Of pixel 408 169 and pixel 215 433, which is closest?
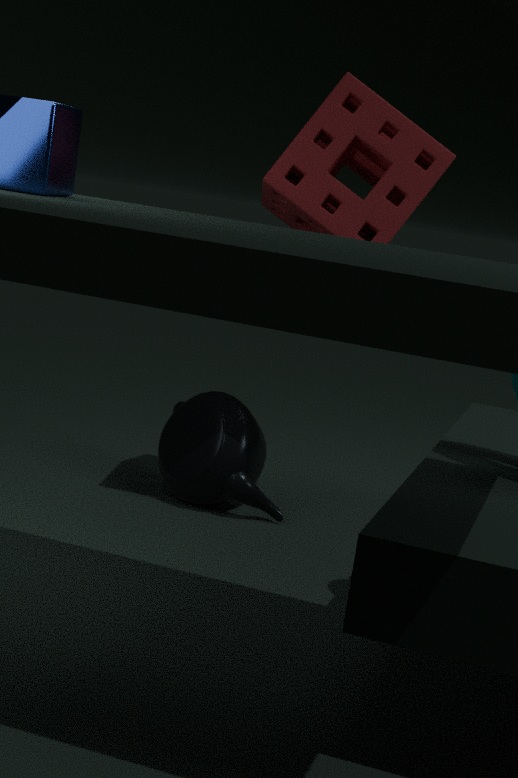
pixel 408 169
